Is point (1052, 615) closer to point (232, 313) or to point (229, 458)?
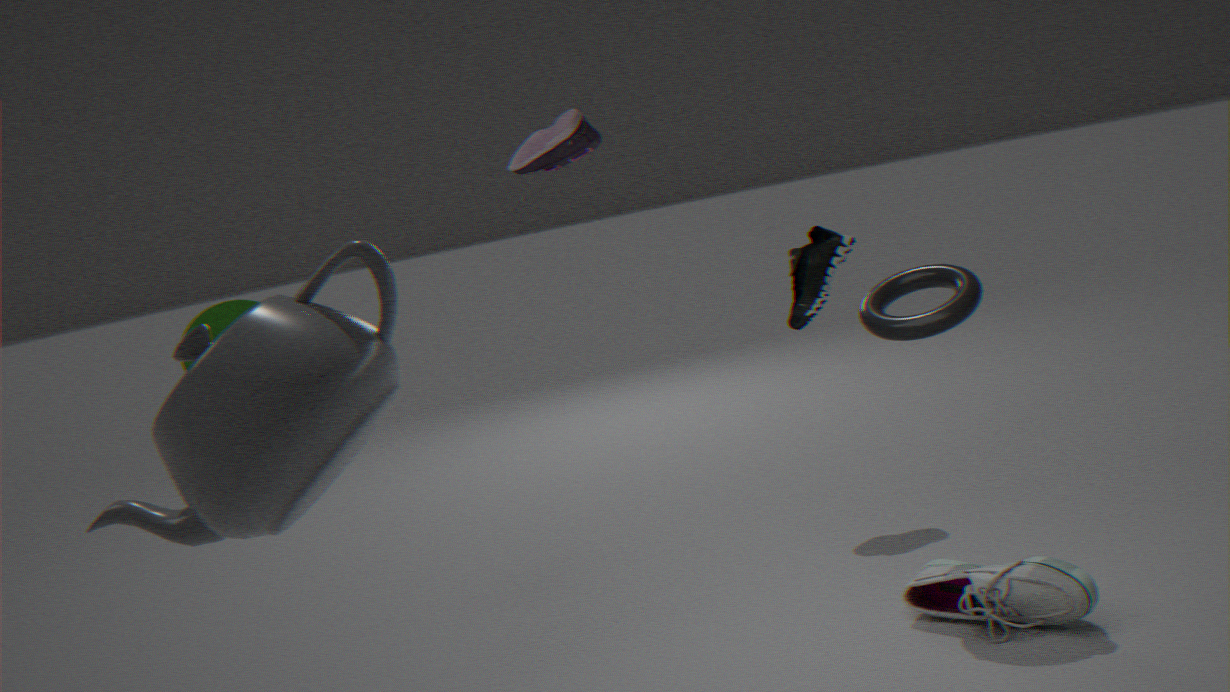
point (229, 458)
